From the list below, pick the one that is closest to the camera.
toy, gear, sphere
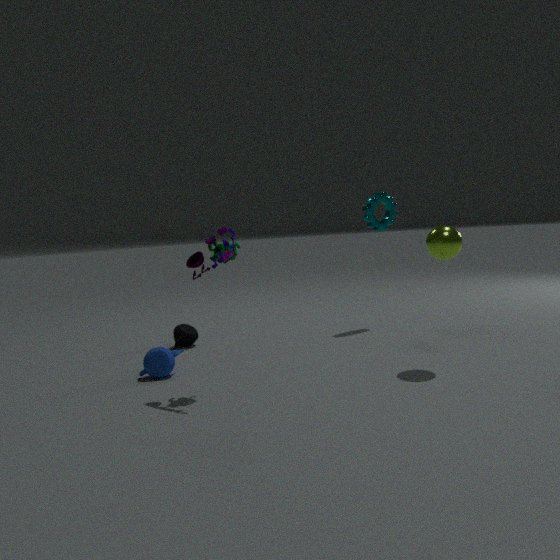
toy
